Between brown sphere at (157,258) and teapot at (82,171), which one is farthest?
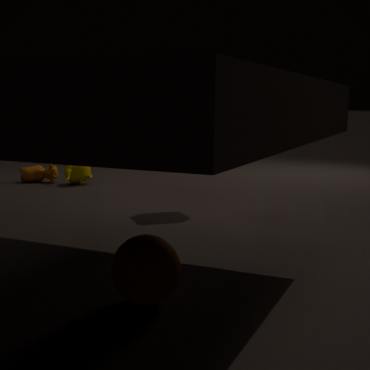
teapot at (82,171)
